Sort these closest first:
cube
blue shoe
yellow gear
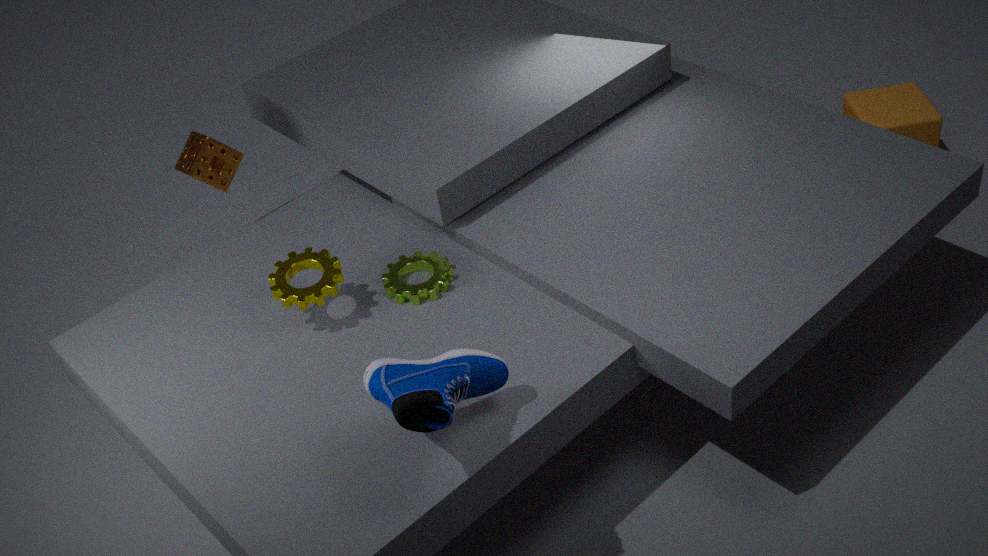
blue shoe → yellow gear → cube
